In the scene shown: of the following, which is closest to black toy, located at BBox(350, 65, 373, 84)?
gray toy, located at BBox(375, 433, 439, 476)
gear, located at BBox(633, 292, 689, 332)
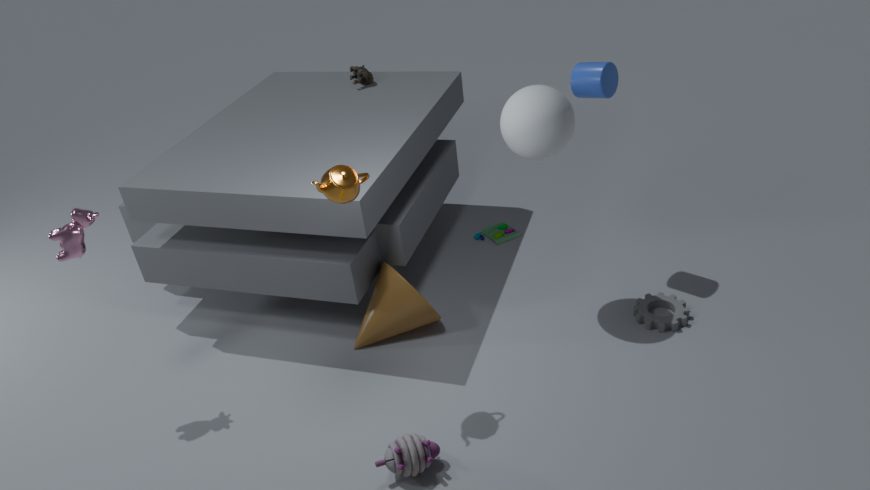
gear, located at BBox(633, 292, 689, 332)
